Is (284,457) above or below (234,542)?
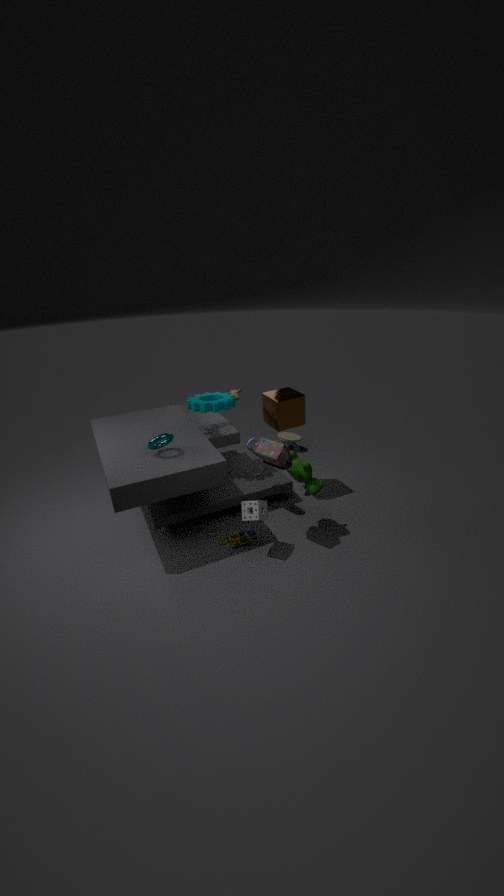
above
